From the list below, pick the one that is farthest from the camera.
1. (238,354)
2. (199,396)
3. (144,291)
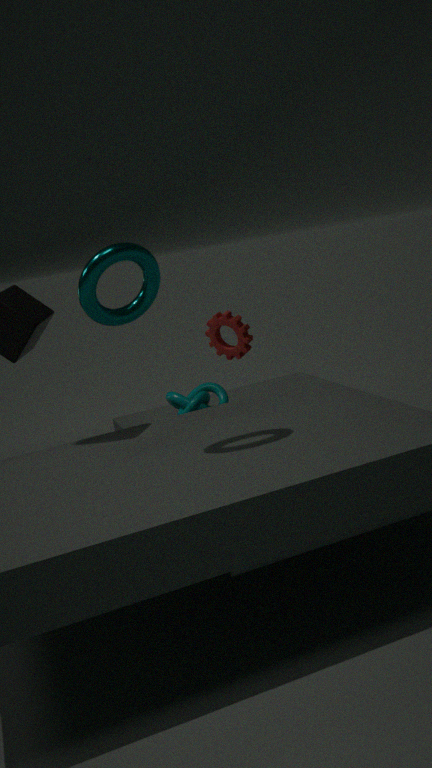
(238,354)
